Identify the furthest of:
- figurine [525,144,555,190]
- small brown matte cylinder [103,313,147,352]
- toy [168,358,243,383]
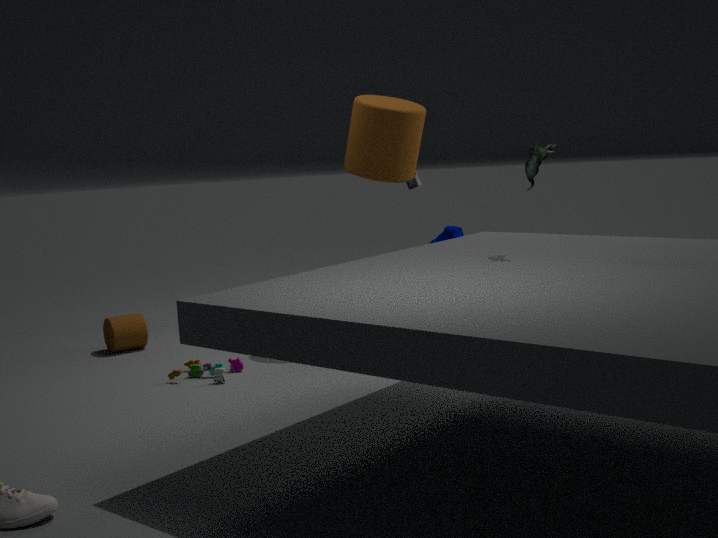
small brown matte cylinder [103,313,147,352]
